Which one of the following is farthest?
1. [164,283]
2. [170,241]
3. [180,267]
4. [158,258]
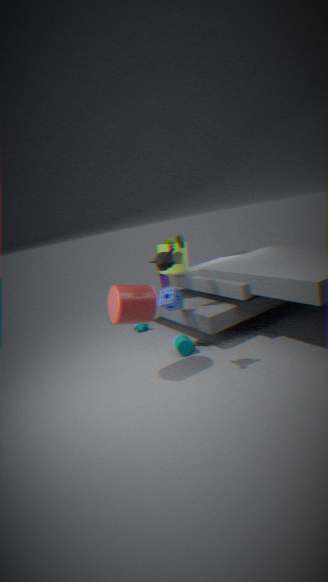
[164,283]
